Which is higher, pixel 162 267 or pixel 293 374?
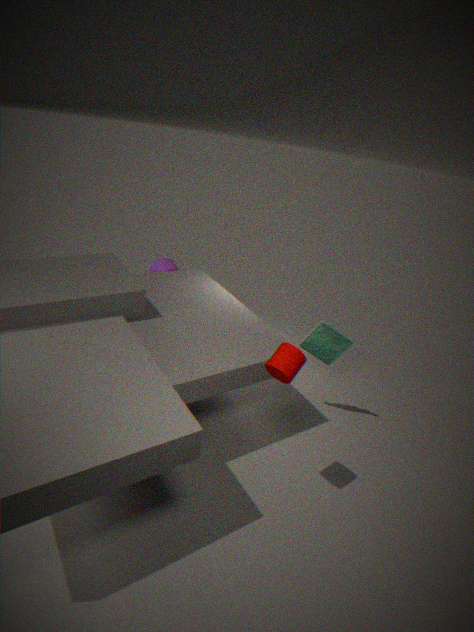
pixel 293 374
